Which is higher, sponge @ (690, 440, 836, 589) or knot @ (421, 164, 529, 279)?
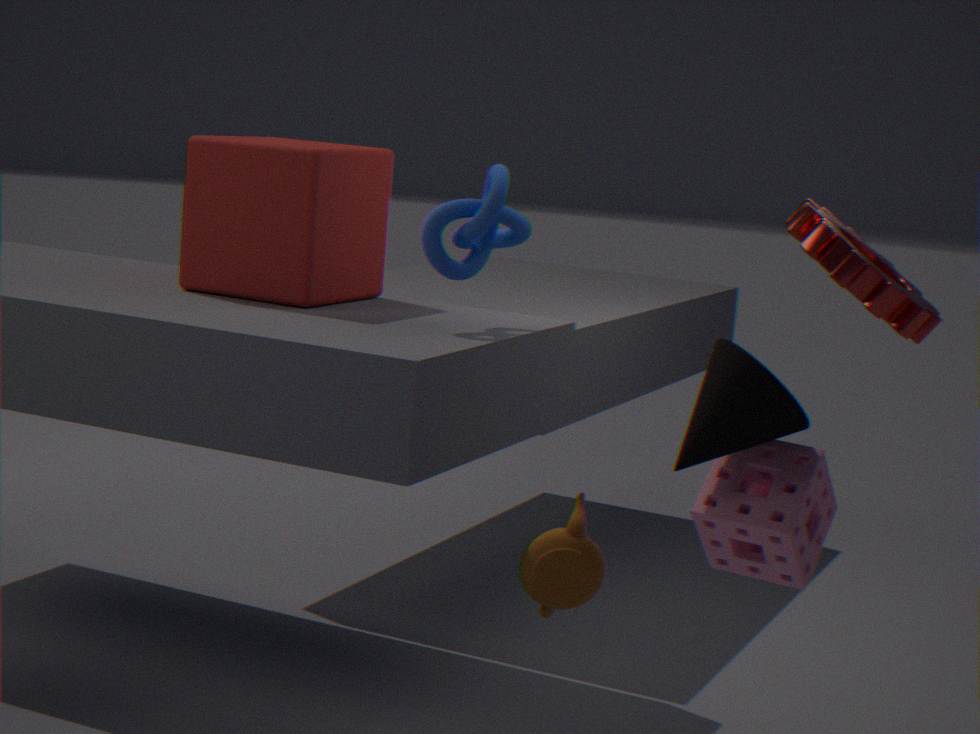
knot @ (421, 164, 529, 279)
